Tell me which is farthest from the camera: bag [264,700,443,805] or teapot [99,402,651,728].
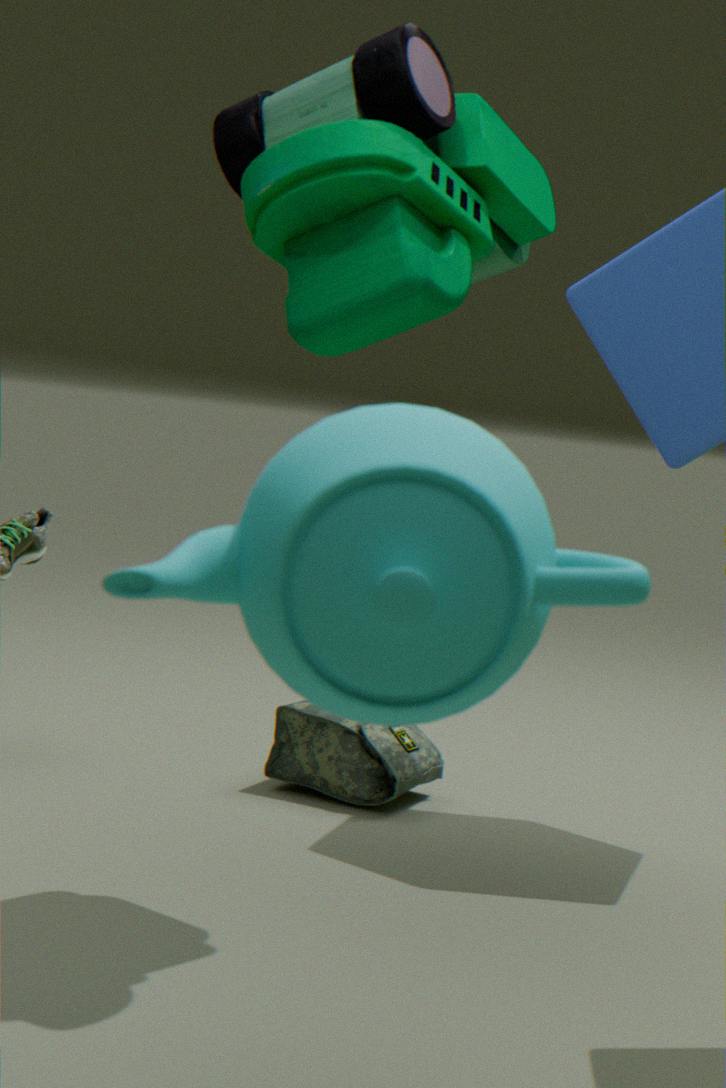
bag [264,700,443,805]
